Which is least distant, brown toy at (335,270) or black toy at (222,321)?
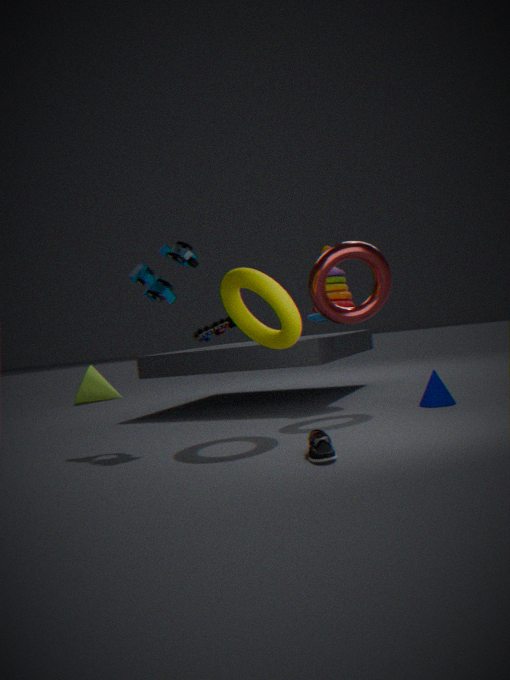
brown toy at (335,270)
